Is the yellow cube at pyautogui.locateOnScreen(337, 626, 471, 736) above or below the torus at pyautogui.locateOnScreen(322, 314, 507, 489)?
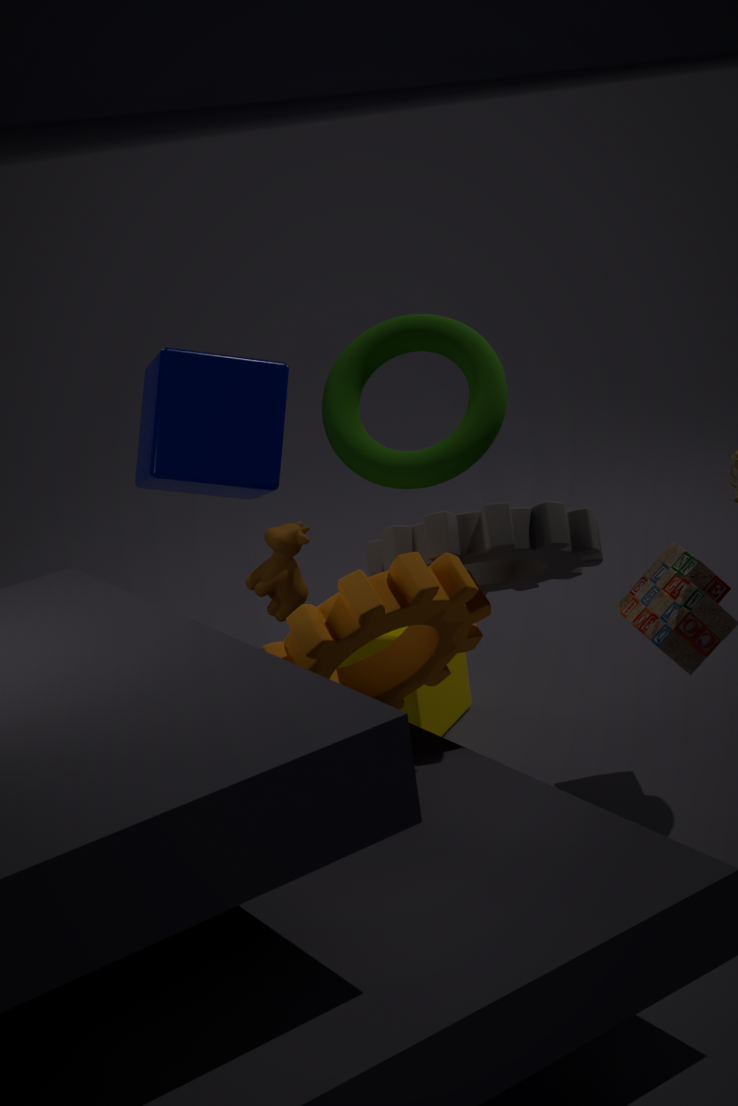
below
